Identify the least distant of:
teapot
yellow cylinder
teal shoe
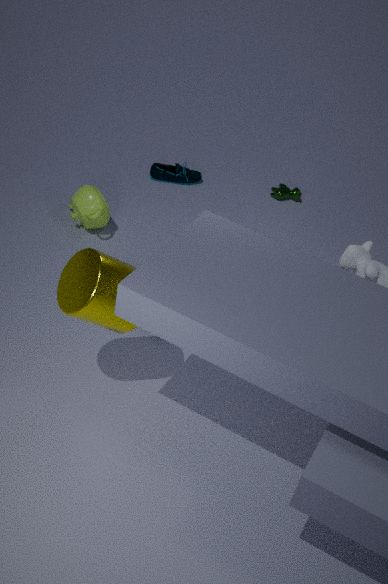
yellow cylinder
